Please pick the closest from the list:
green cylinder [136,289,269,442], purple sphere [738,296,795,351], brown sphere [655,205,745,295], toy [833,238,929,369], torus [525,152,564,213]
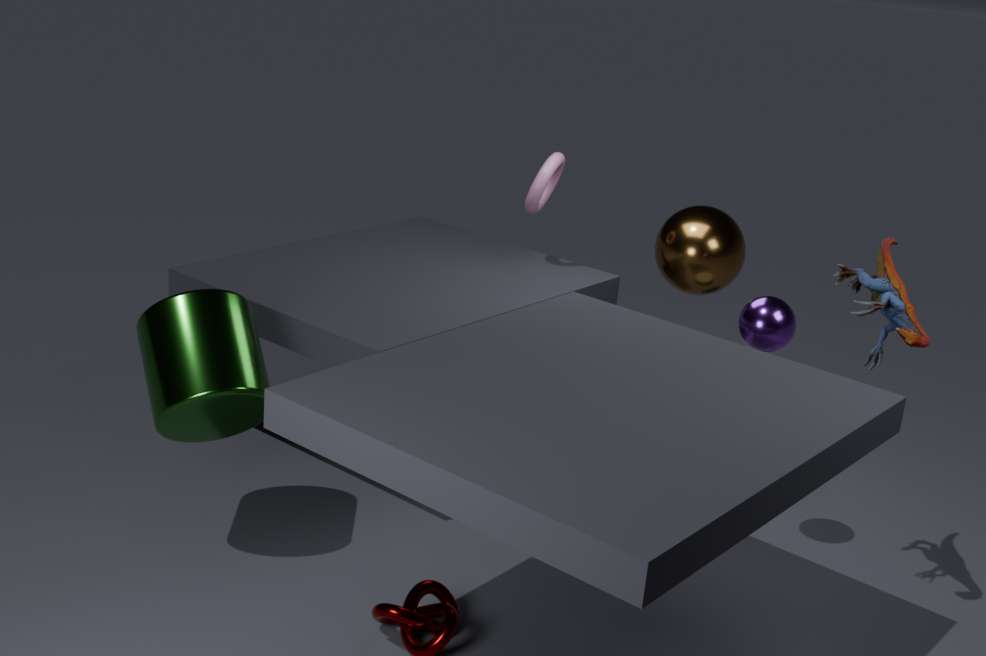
toy [833,238,929,369]
